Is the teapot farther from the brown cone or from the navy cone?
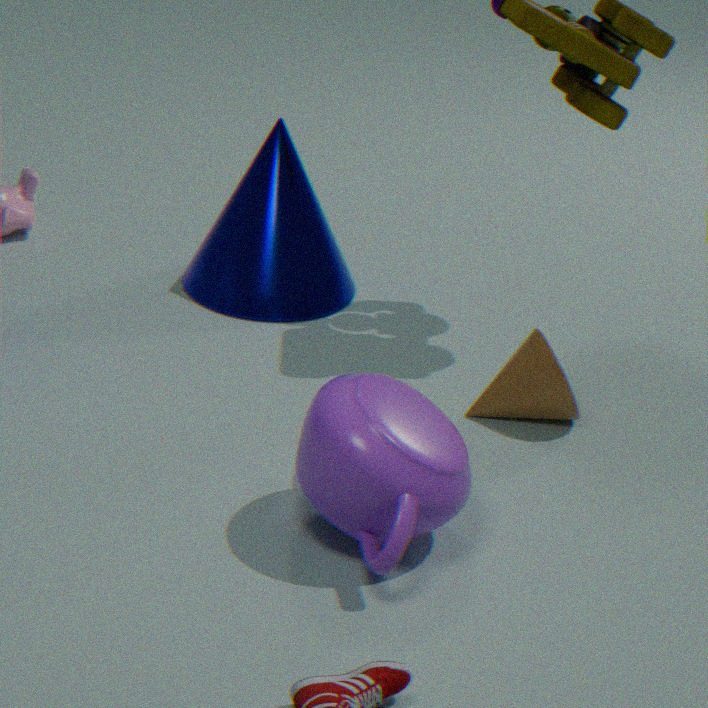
the navy cone
